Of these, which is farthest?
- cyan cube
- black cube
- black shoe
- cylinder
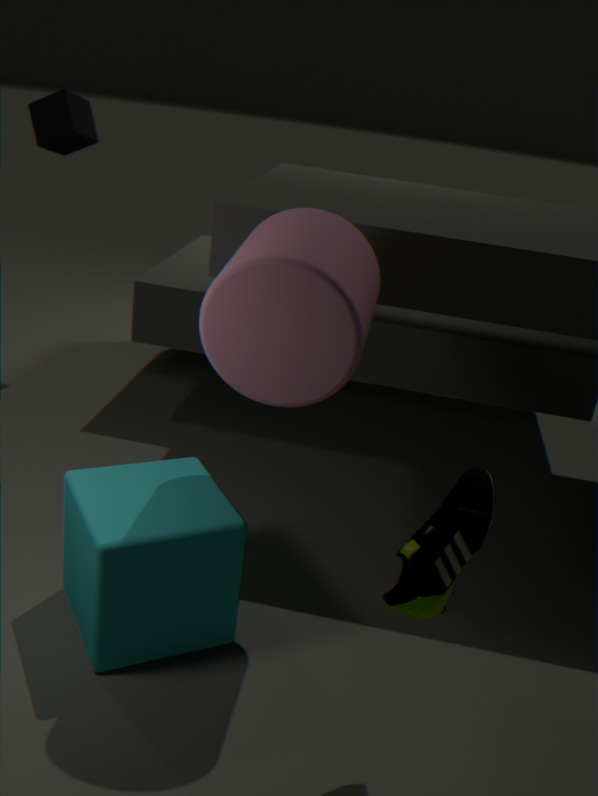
black cube
